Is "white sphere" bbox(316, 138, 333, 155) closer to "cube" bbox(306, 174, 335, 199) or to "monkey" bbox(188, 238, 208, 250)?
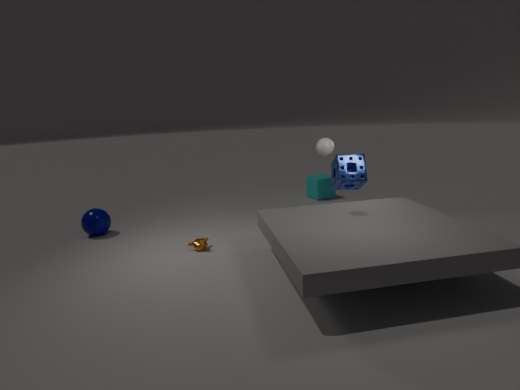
"monkey" bbox(188, 238, 208, 250)
